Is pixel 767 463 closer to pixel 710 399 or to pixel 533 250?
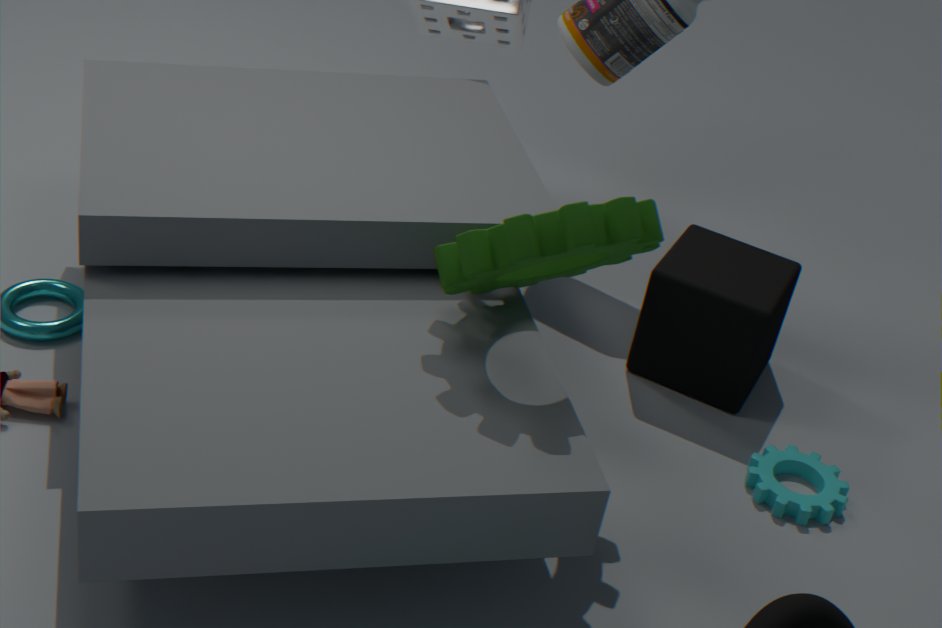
pixel 710 399
